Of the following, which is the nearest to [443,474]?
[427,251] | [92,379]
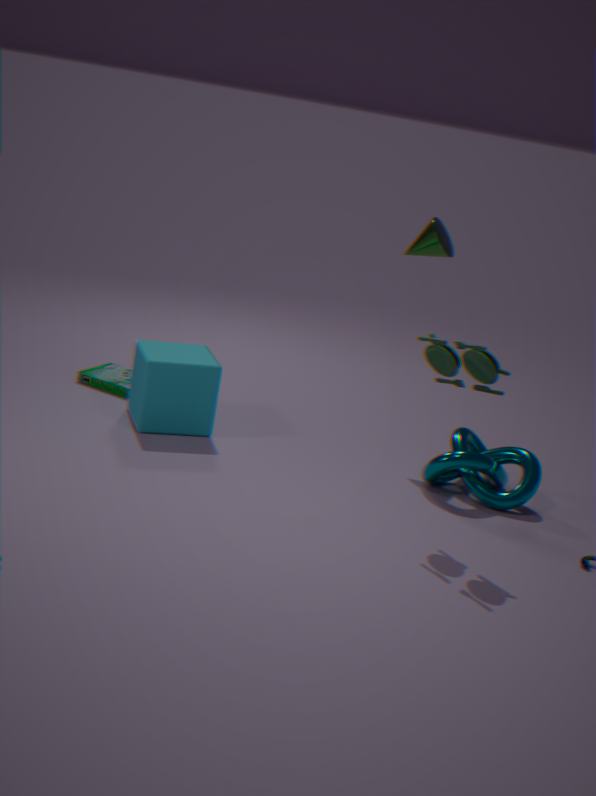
[427,251]
